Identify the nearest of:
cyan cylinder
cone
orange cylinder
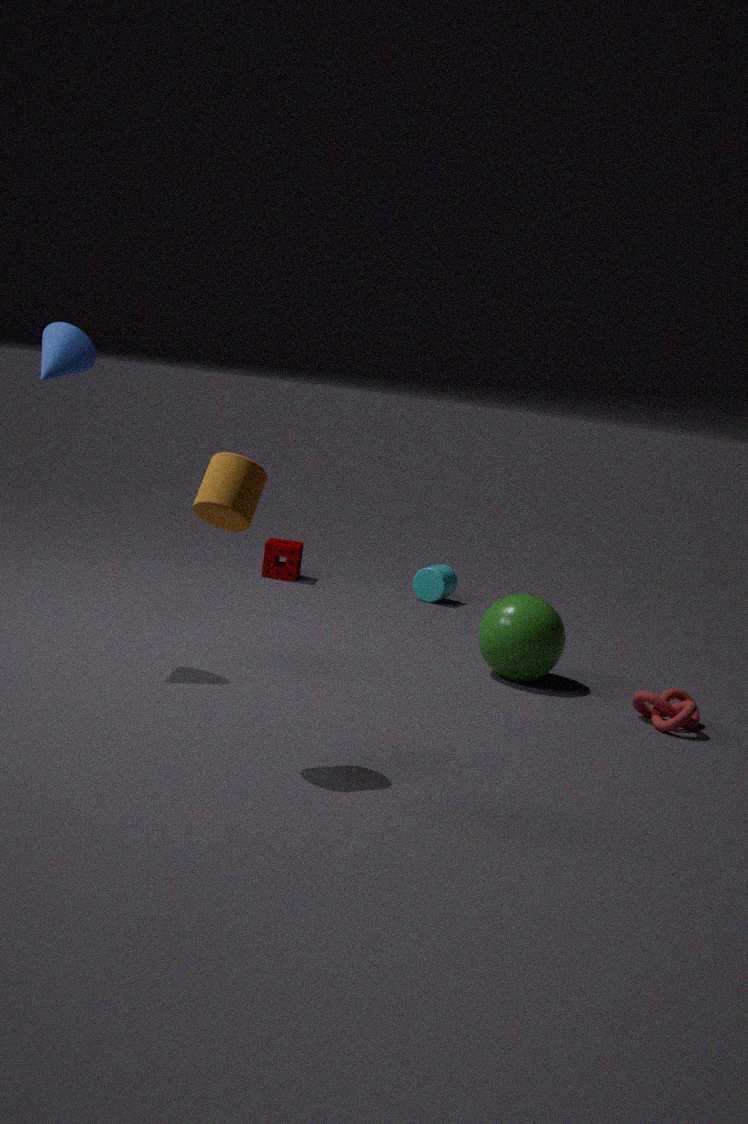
orange cylinder
